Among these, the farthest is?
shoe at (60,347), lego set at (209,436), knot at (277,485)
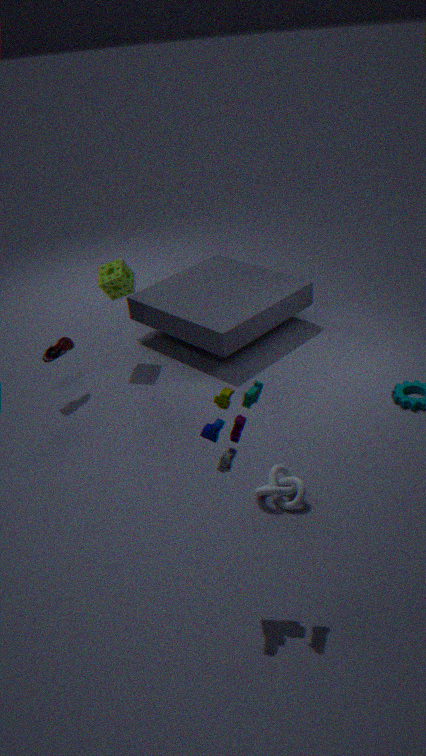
shoe at (60,347)
